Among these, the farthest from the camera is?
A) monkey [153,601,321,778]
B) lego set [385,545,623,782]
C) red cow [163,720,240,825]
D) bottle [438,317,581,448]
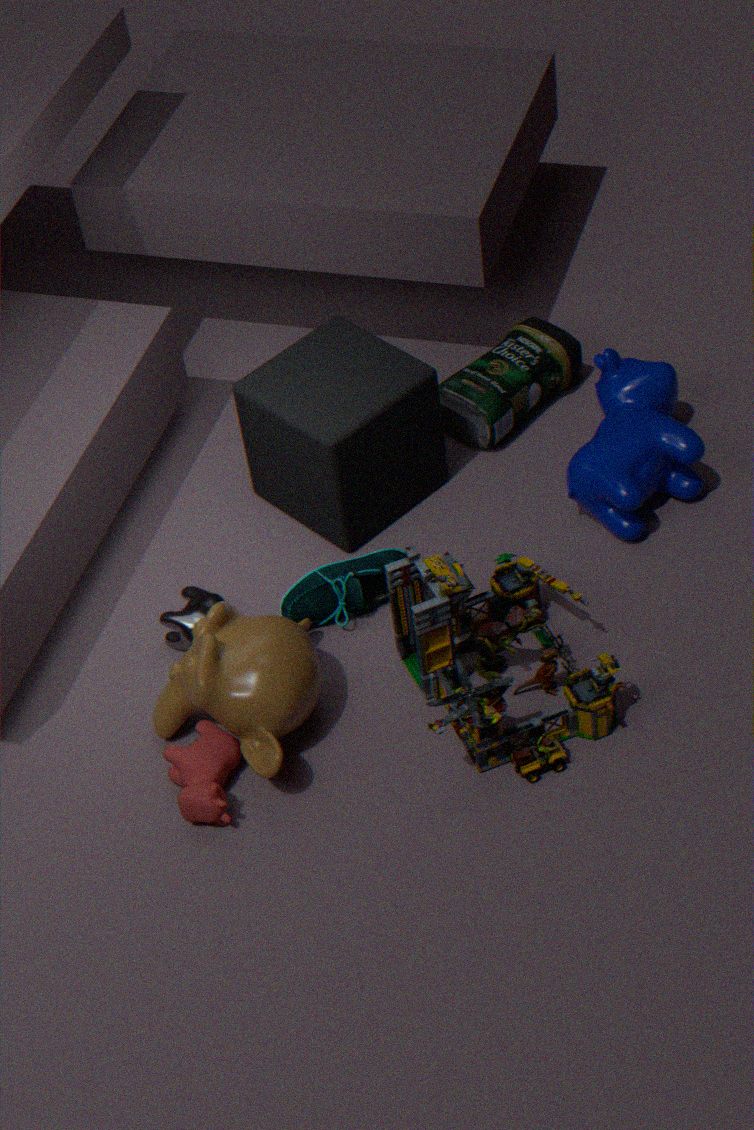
bottle [438,317,581,448]
